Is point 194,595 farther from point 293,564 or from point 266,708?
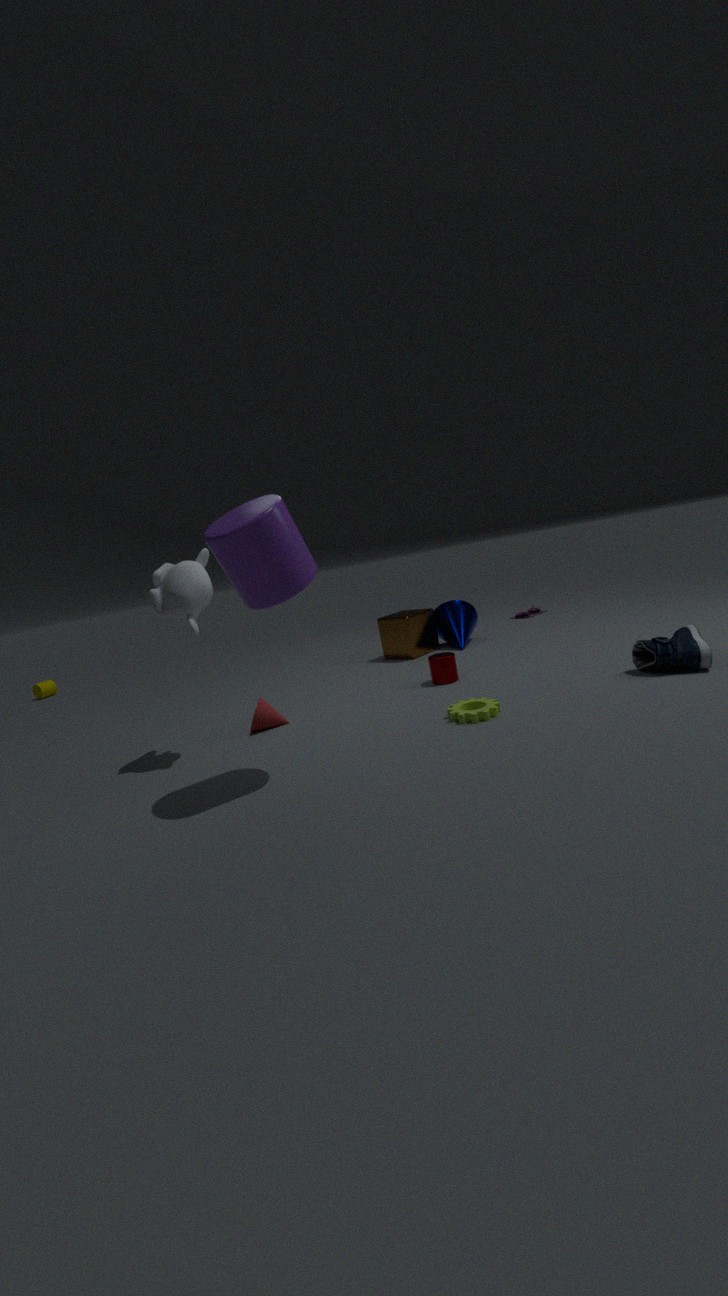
point 266,708
